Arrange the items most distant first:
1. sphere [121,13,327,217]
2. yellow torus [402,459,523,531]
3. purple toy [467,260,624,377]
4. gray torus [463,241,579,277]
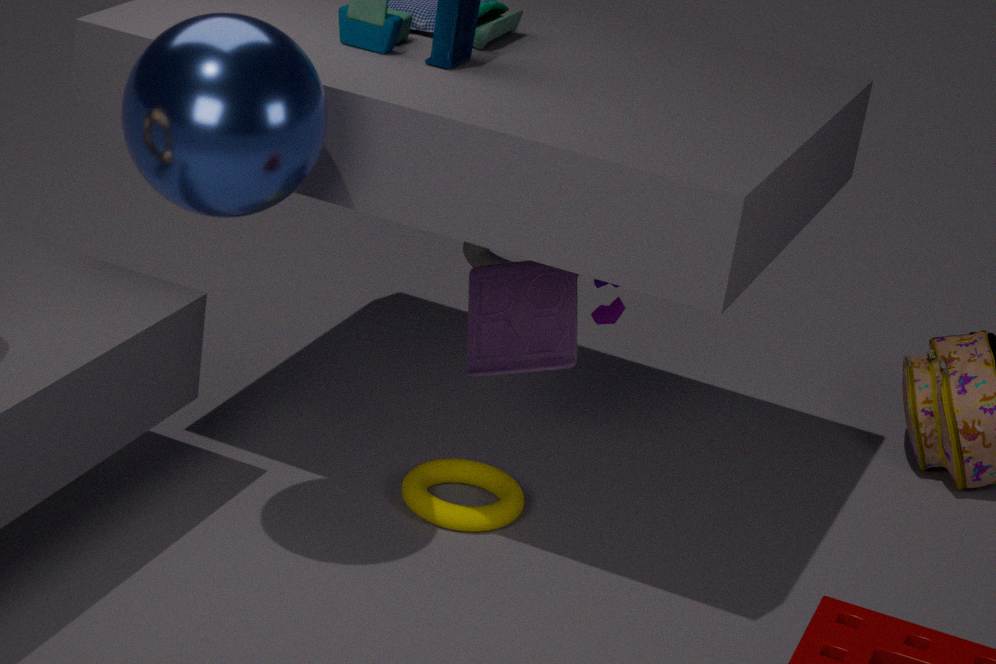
gray torus [463,241,579,277] < yellow torus [402,459,523,531] < purple toy [467,260,624,377] < sphere [121,13,327,217]
